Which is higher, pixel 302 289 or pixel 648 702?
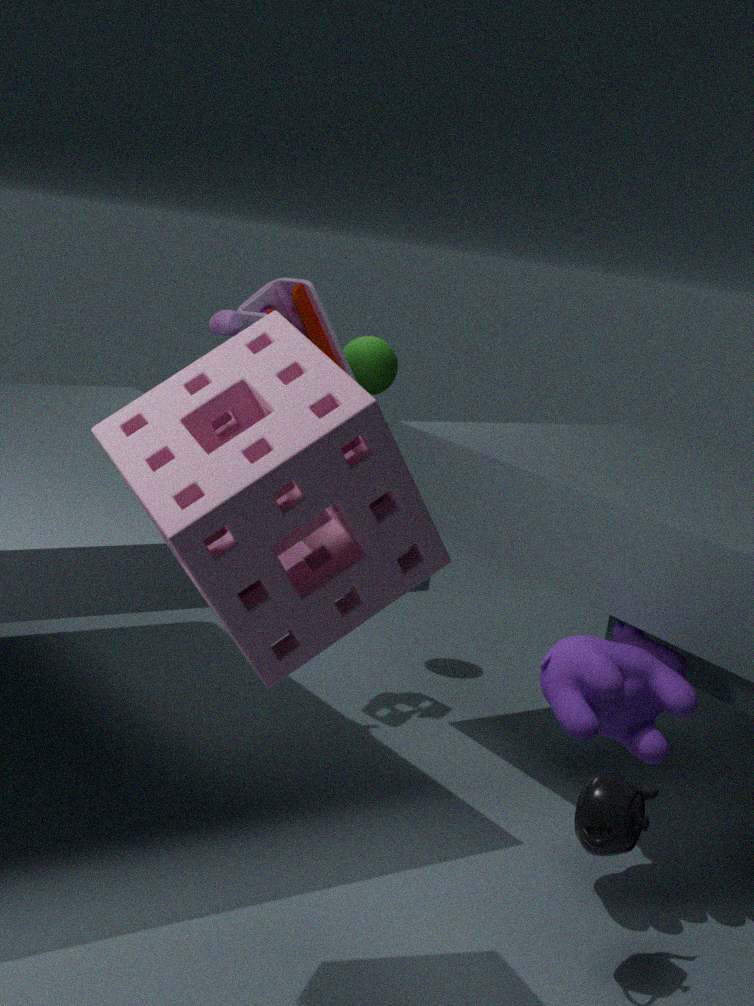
pixel 302 289
